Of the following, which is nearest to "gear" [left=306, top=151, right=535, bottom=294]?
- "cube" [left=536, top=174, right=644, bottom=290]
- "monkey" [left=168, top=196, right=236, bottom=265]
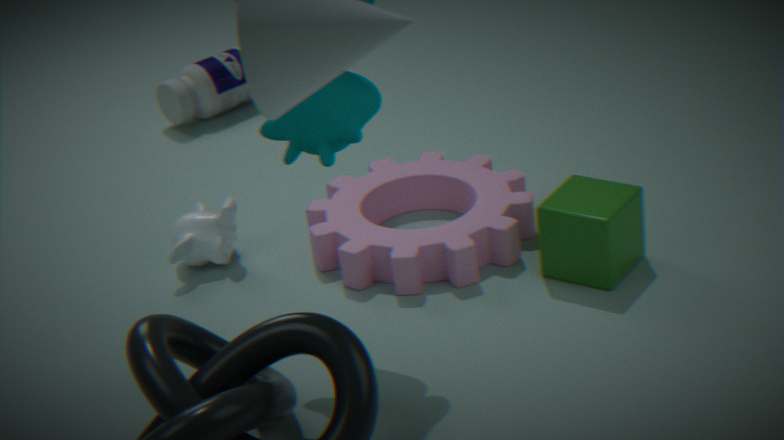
"cube" [left=536, top=174, right=644, bottom=290]
